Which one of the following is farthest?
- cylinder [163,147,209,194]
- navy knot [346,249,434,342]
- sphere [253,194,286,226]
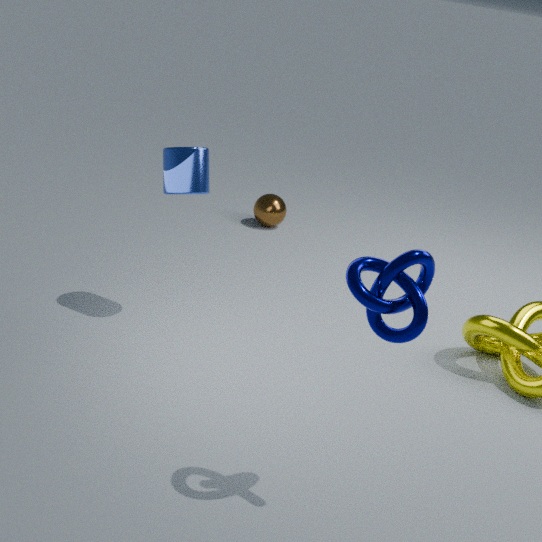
sphere [253,194,286,226]
